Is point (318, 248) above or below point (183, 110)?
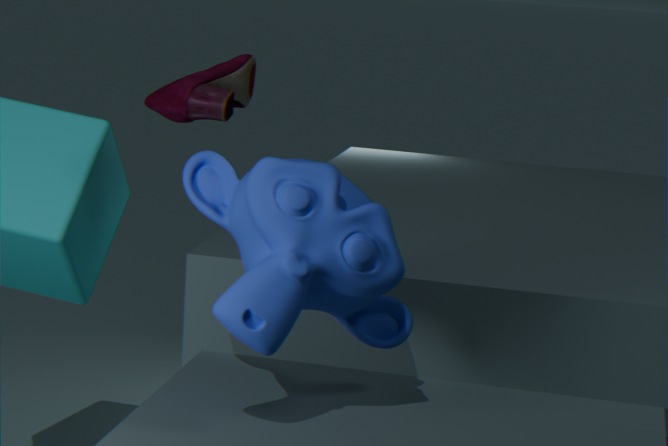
below
